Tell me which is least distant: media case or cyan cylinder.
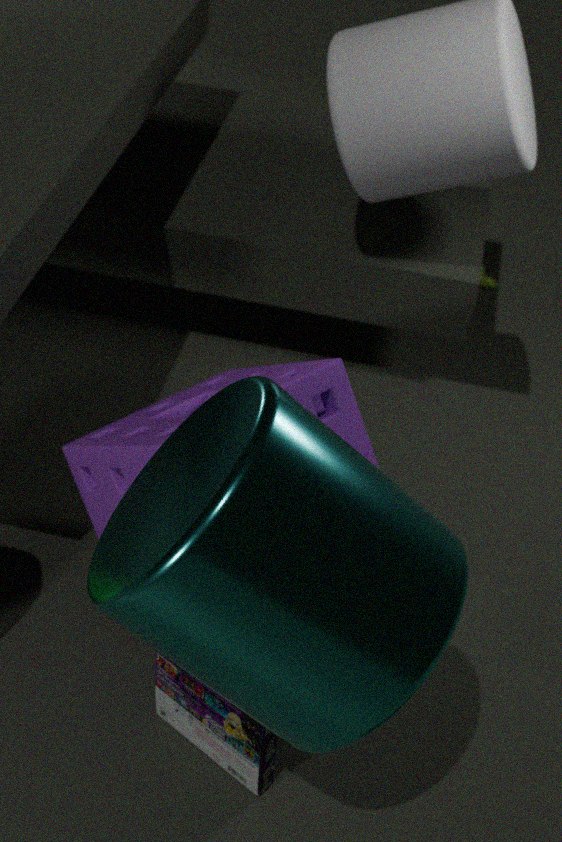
cyan cylinder
